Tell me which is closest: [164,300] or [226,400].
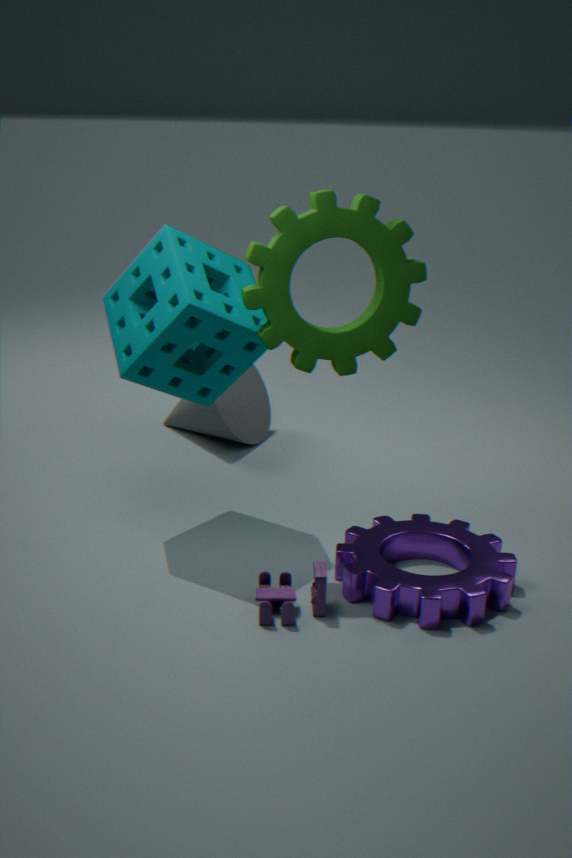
[164,300]
